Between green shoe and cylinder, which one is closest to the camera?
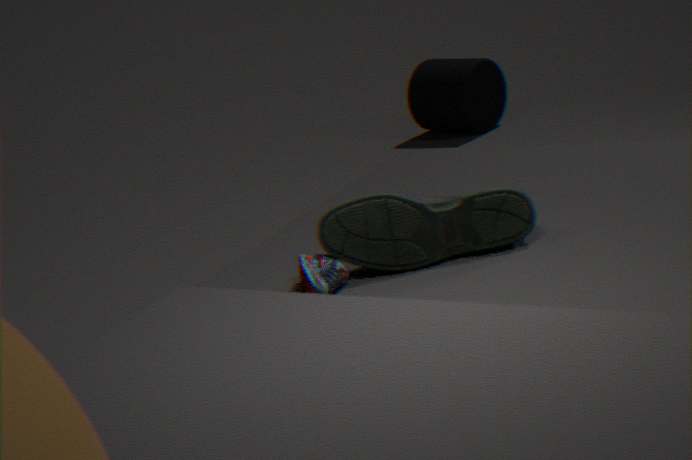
green shoe
